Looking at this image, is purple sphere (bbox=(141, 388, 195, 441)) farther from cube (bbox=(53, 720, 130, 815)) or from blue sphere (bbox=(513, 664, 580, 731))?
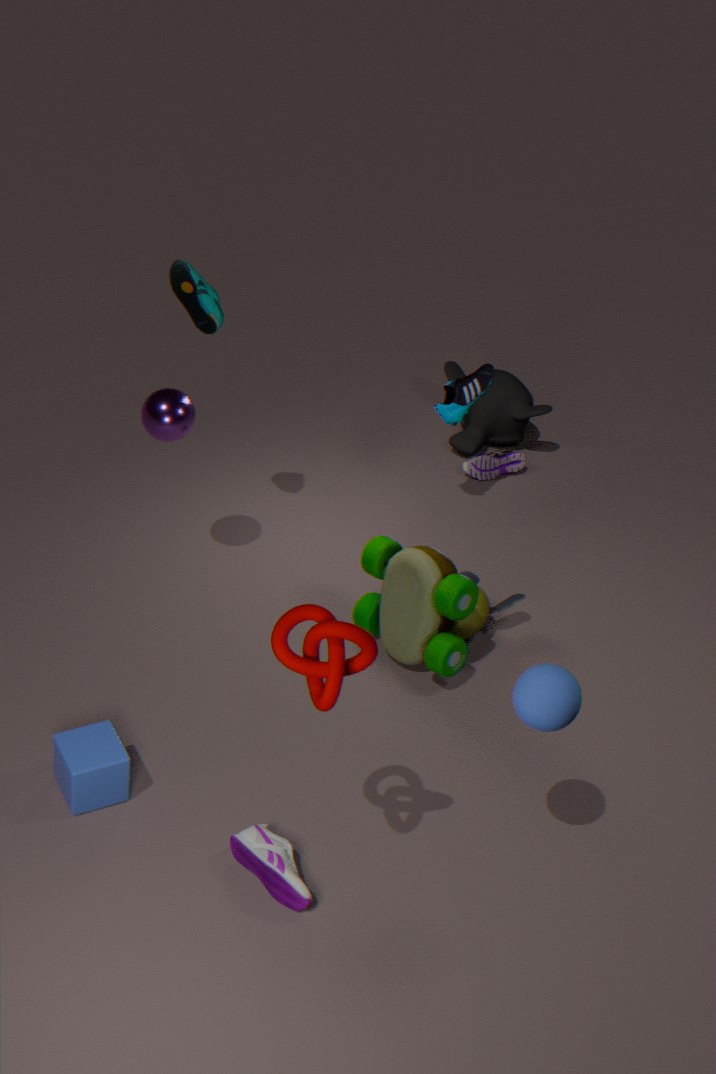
blue sphere (bbox=(513, 664, 580, 731))
